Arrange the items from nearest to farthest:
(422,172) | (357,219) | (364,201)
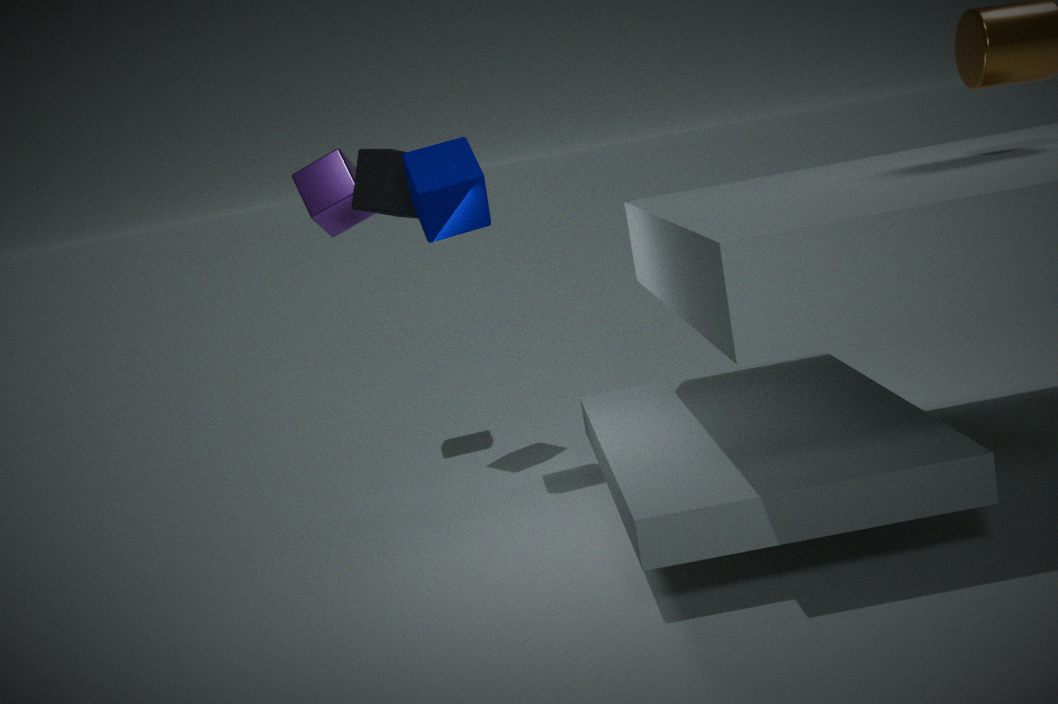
(422,172) < (364,201) < (357,219)
